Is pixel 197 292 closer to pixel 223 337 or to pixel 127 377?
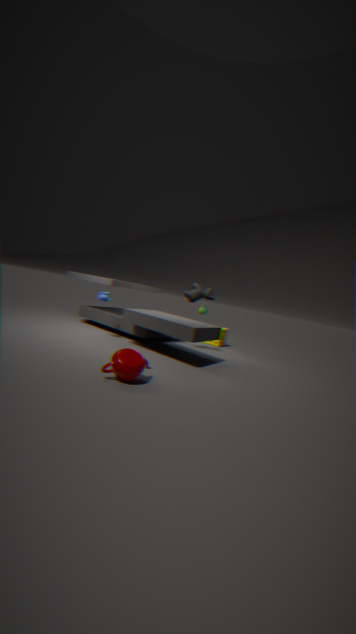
pixel 223 337
